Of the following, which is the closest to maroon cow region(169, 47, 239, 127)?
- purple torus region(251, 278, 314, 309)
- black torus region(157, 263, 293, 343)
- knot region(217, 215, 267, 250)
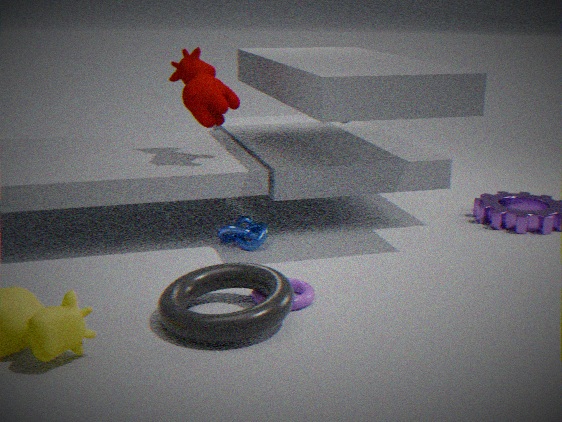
knot region(217, 215, 267, 250)
